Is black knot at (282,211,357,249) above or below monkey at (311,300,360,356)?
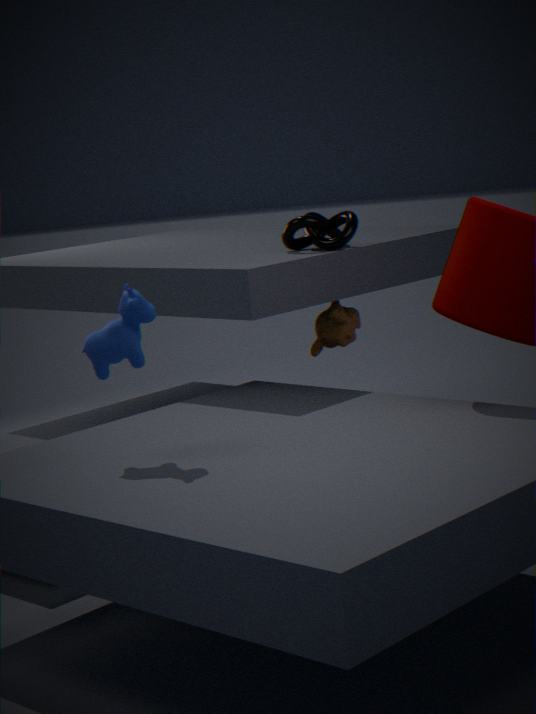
above
